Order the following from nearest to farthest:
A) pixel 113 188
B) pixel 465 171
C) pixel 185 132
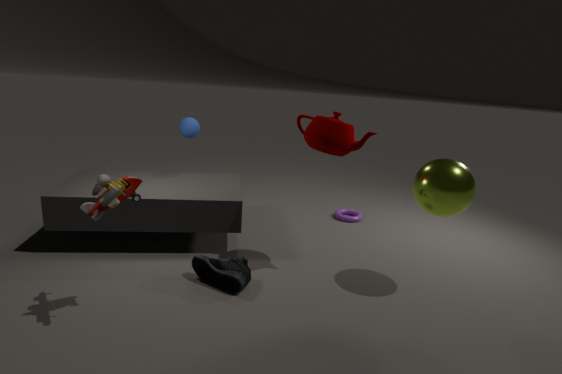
1. pixel 113 188
2. pixel 465 171
3. pixel 185 132
